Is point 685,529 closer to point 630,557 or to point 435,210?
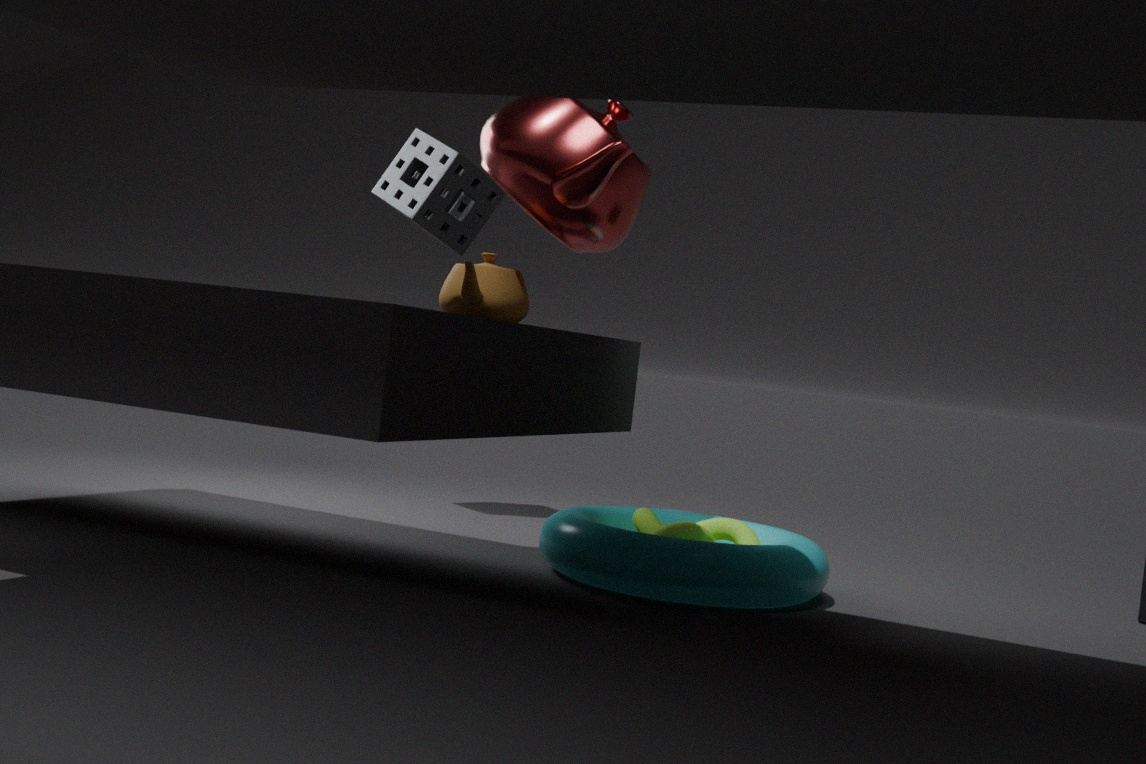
point 630,557
